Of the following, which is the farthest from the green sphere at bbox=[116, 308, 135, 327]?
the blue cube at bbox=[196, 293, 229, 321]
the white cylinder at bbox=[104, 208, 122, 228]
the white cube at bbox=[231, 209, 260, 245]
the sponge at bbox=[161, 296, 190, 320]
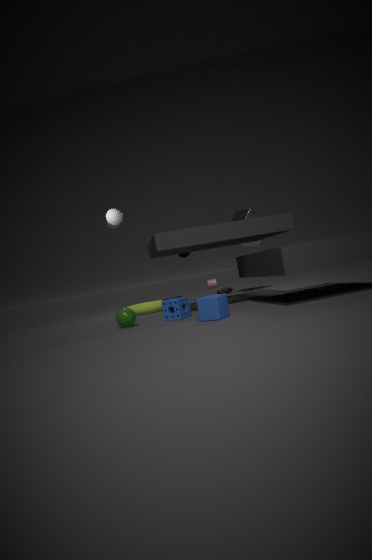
the white cube at bbox=[231, 209, 260, 245]
